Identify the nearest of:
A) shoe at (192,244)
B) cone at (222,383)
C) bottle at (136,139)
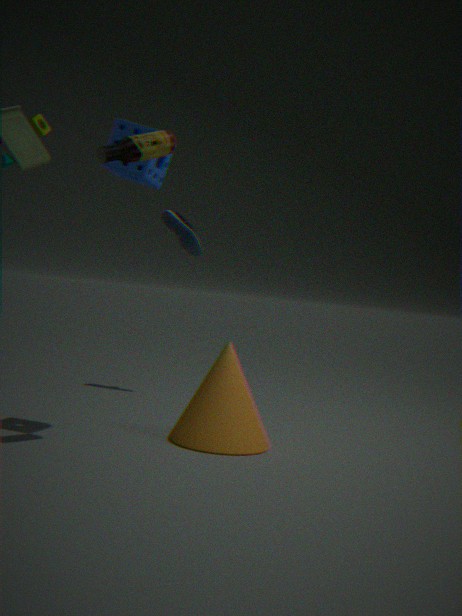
bottle at (136,139)
